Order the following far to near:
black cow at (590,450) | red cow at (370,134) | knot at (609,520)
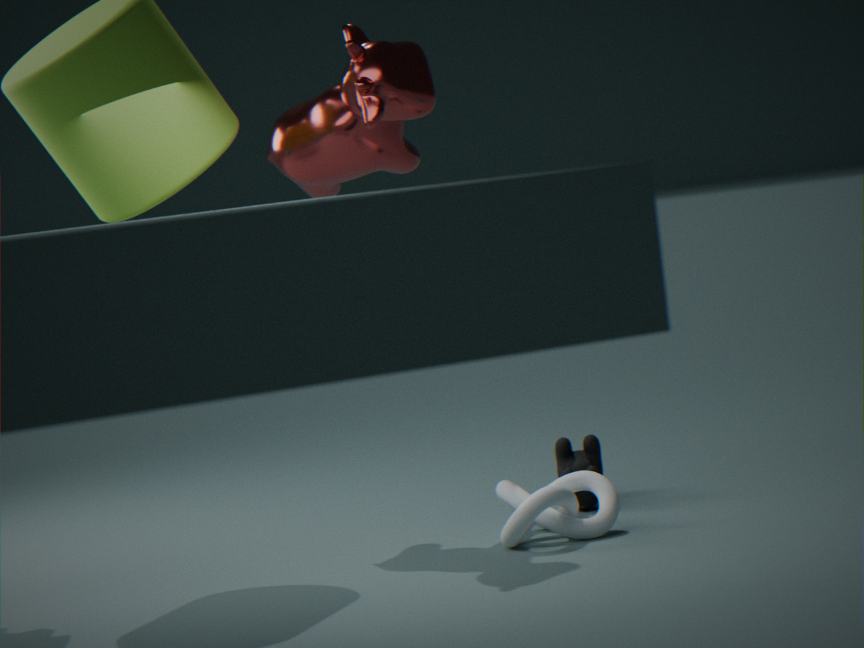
black cow at (590,450), red cow at (370,134), knot at (609,520)
